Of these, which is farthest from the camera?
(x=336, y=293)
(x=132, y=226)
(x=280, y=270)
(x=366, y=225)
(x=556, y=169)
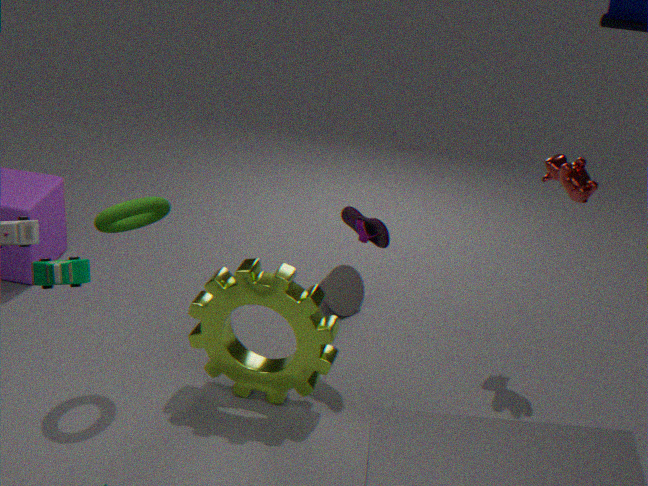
(x=336, y=293)
